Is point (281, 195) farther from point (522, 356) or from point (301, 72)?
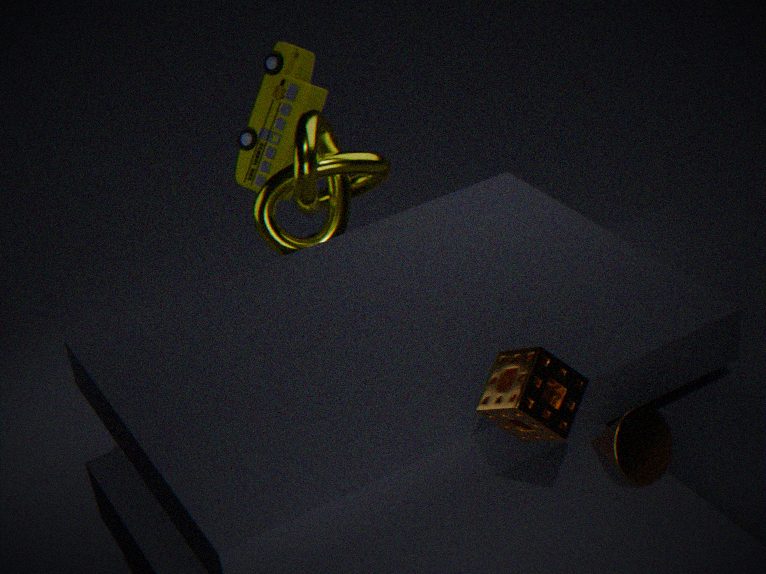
point (522, 356)
